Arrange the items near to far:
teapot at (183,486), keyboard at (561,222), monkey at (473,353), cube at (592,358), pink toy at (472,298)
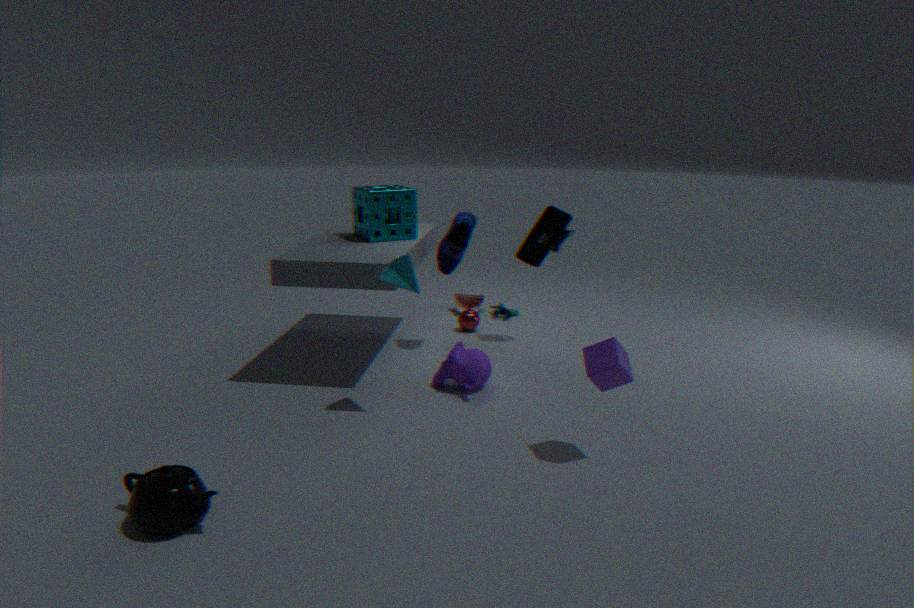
teapot at (183,486)
cube at (592,358)
monkey at (473,353)
keyboard at (561,222)
pink toy at (472,298)
